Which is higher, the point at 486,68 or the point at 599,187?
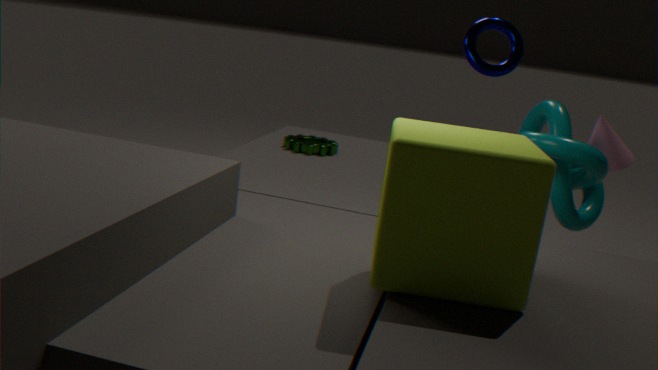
Result: the point at 486,68
